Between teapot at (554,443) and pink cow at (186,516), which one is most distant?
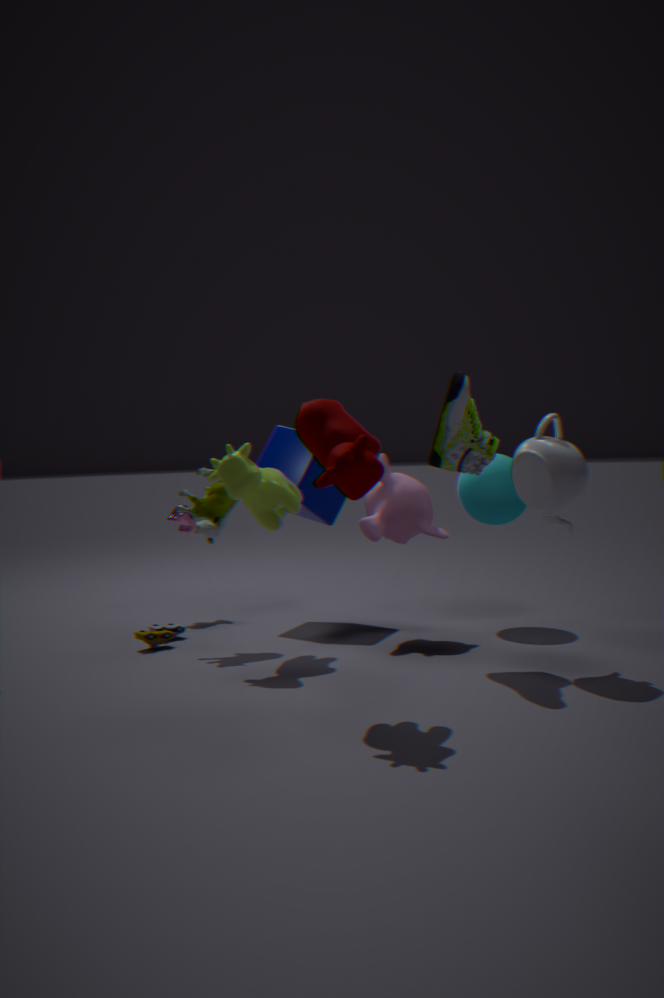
pink cow at (186,516)
